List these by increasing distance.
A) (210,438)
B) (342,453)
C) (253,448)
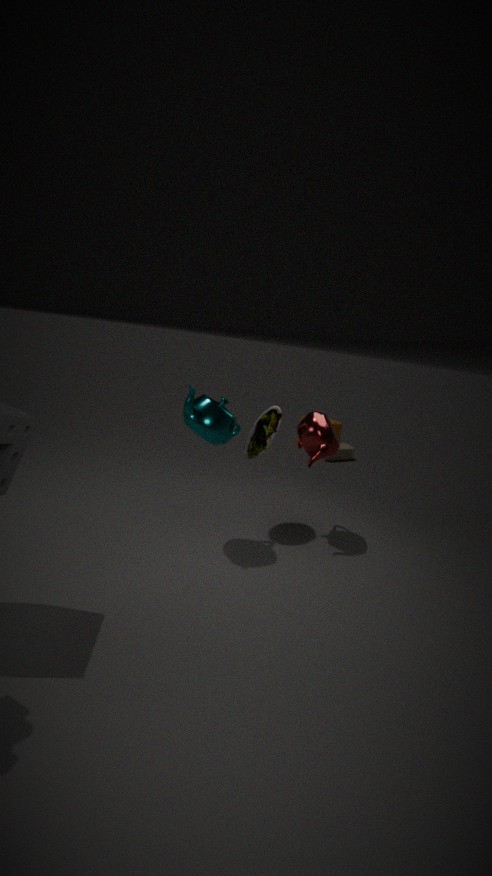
(210,438) < (253,448) < (342,453)
